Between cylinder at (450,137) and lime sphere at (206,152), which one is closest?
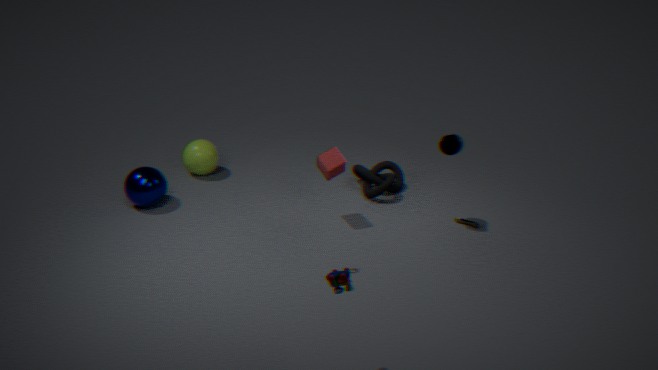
cylinder at (450,137)
